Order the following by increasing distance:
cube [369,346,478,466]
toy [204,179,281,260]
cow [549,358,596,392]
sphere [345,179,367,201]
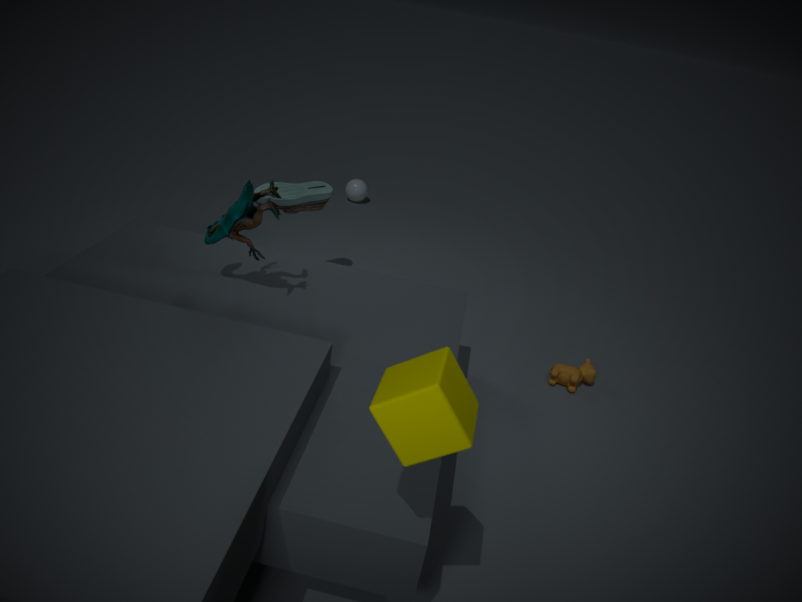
cube [369,346,478,466], toy [204,179,281,260], cow [549,358,596,392], sphere [345,179,367,201]
